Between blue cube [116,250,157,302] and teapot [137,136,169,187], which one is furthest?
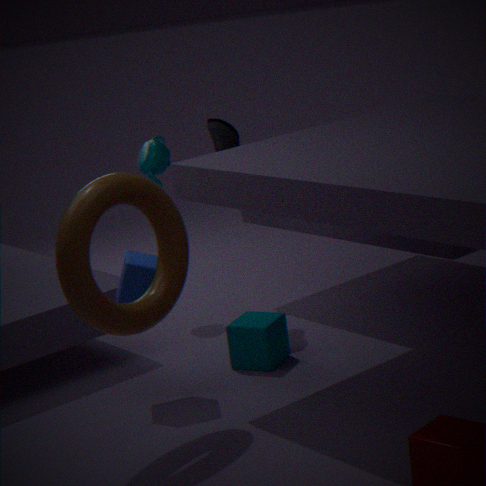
teapot [137,136,169,187]
